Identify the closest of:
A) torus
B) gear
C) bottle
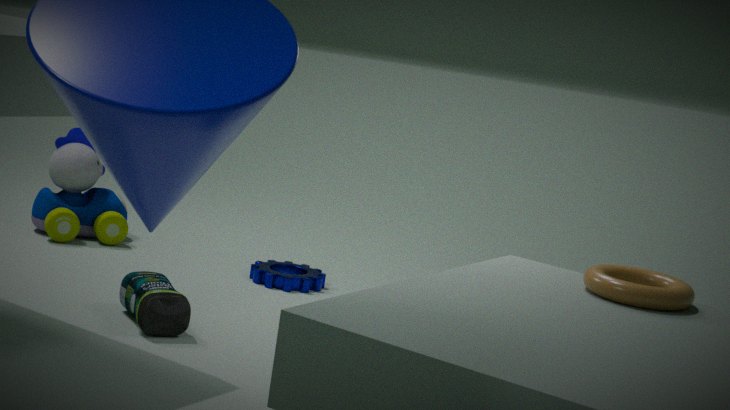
torus
